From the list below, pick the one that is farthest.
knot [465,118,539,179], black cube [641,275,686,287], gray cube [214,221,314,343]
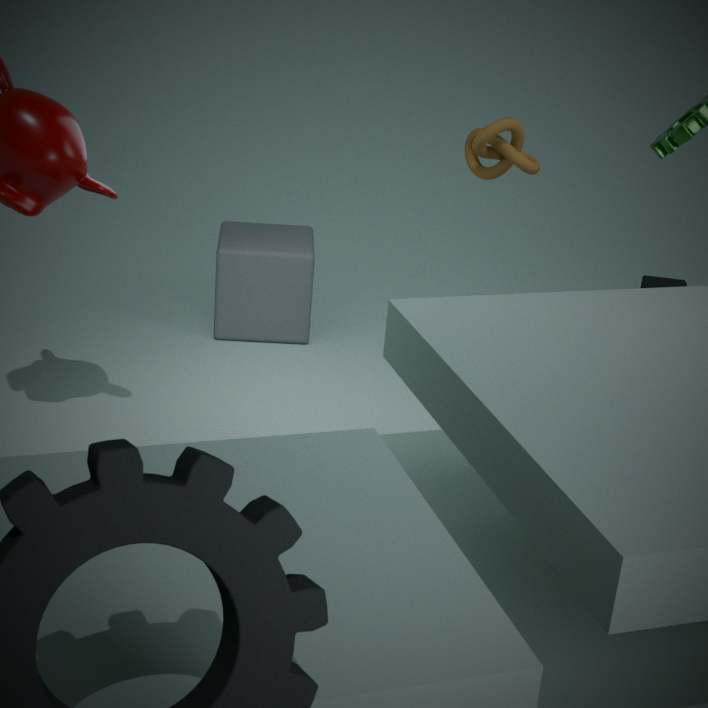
black cube [641,275,686,287]
